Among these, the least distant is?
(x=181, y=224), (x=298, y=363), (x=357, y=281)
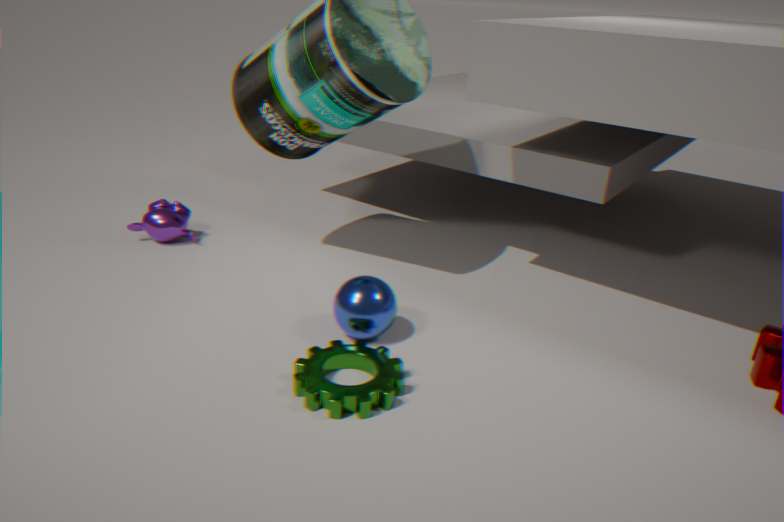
(x=298, y=363)
